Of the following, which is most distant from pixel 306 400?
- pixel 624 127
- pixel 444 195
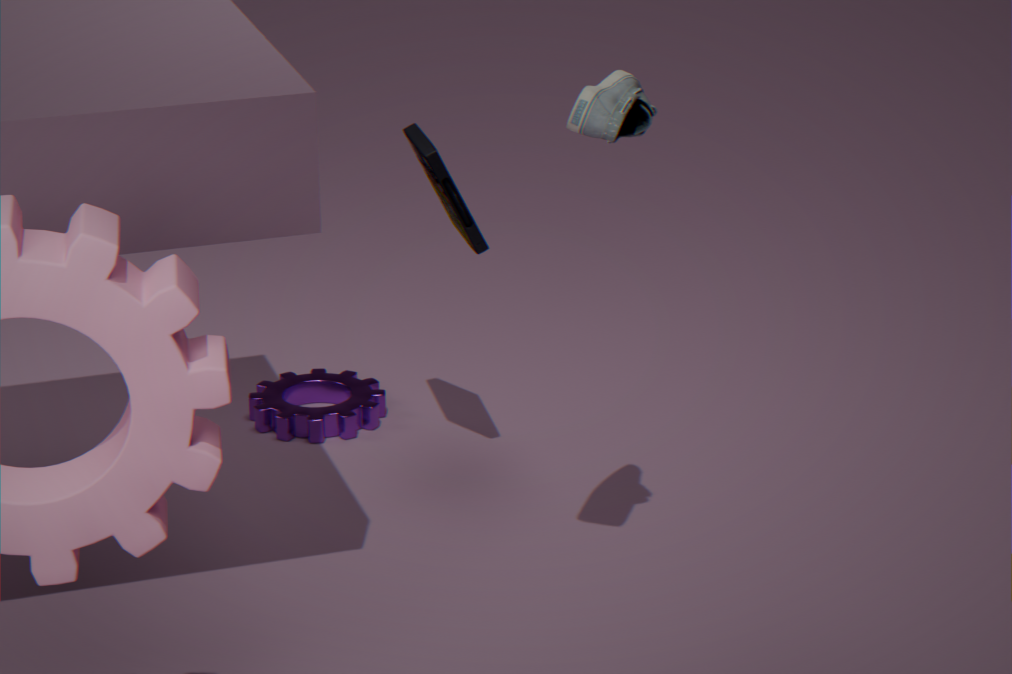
pixel 624 127
